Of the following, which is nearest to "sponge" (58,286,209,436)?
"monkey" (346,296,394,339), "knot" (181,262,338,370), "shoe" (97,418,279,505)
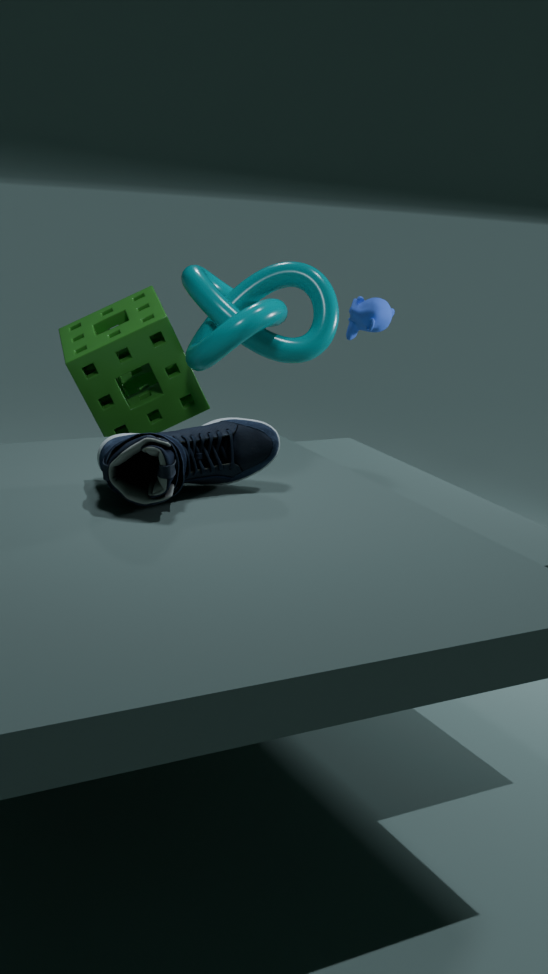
"knot" (181,262,338,370)
